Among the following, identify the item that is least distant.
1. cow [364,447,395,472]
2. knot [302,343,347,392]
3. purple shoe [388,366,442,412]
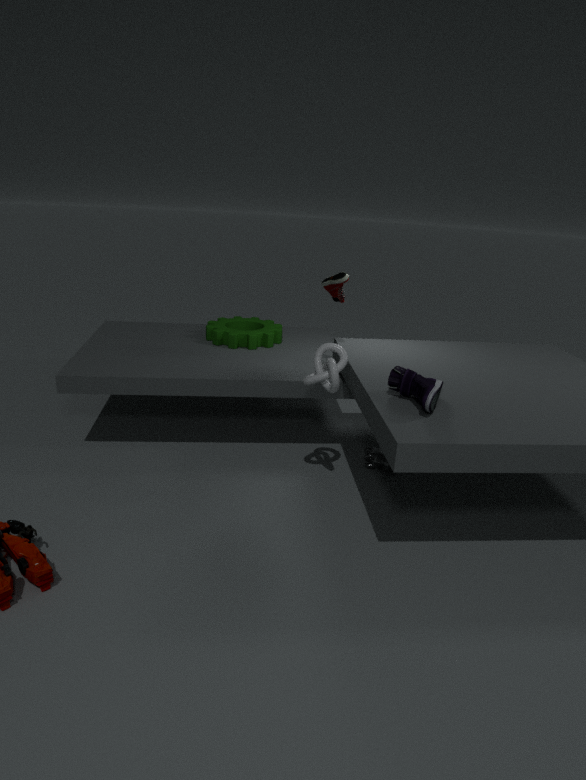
purple shoe [388,366,442,412]
